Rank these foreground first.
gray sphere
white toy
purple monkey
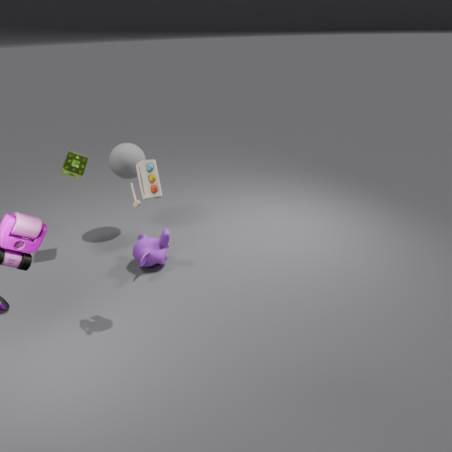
1. white toy
2. purple monkey
3. gray sphere
